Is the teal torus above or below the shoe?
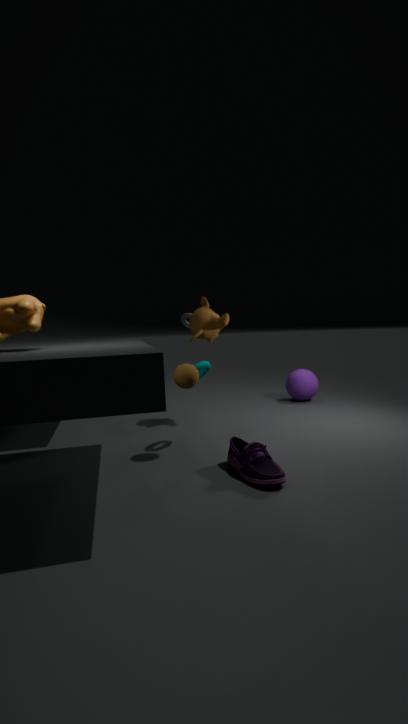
above
